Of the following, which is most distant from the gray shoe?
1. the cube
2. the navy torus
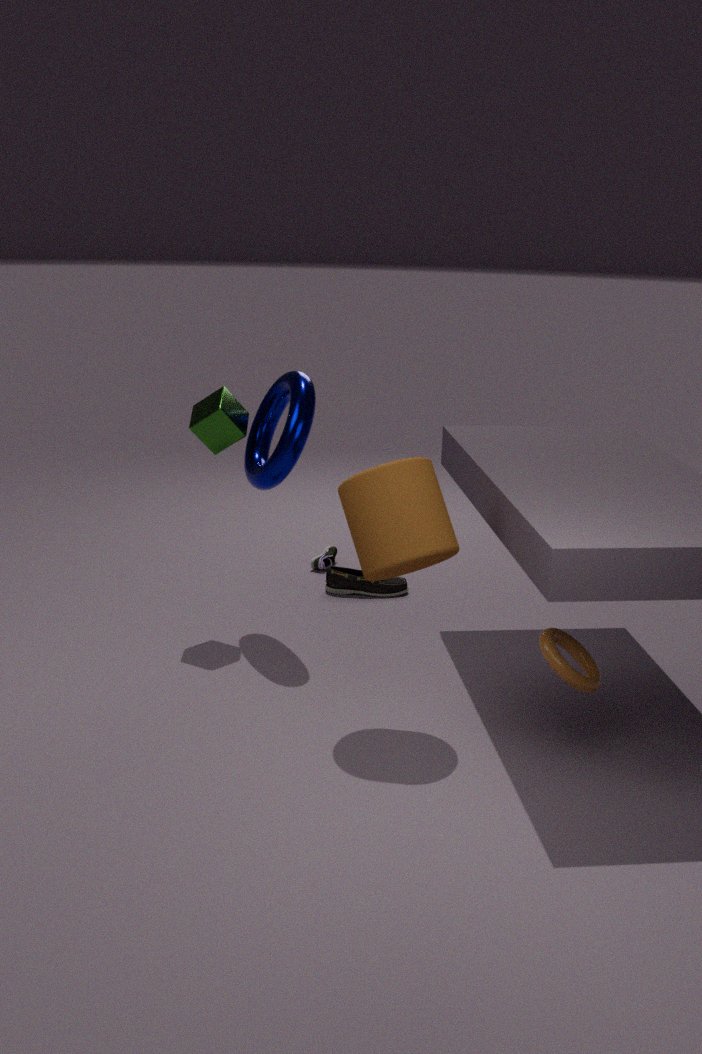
the cube
